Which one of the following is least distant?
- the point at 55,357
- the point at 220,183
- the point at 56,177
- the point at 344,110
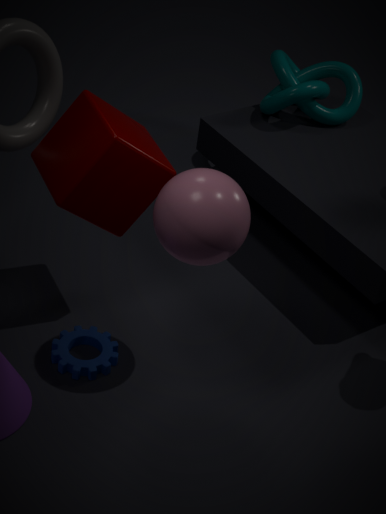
→ the point at 220,183
